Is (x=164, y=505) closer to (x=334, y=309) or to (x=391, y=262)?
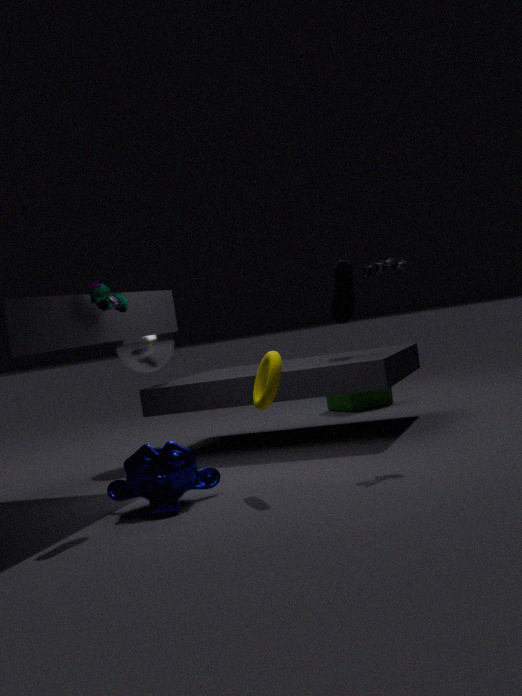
(x=391, y=262)
